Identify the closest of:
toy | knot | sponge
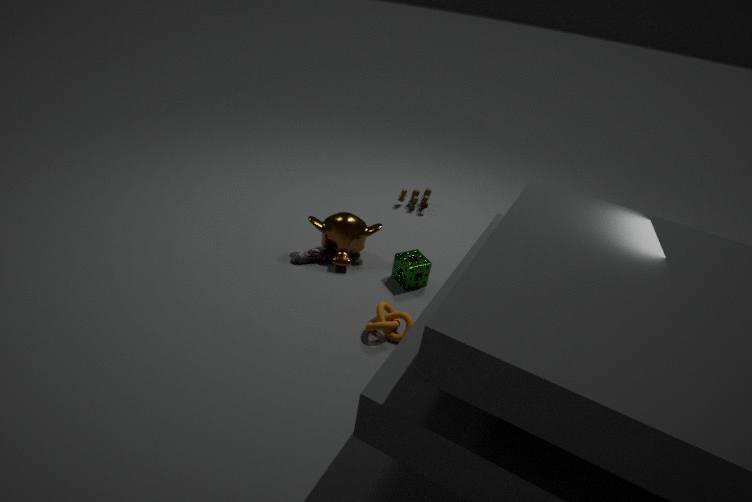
knot
